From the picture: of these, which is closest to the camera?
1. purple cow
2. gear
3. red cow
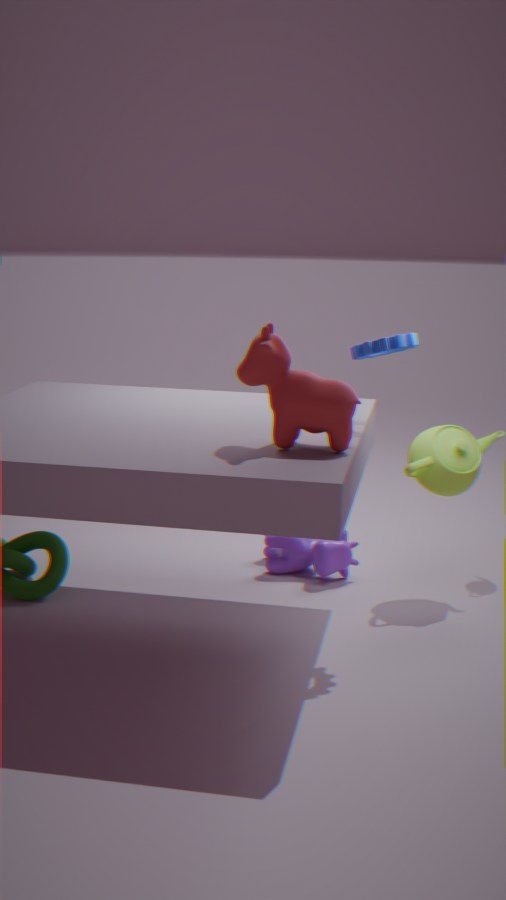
red cow
